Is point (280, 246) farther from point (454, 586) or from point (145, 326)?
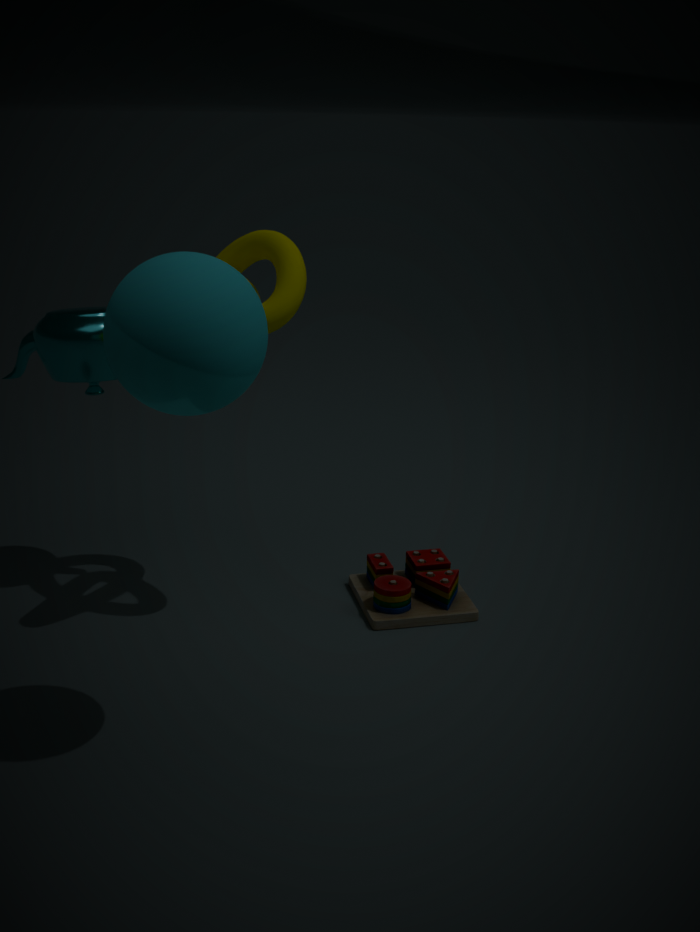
point (454, 586)
